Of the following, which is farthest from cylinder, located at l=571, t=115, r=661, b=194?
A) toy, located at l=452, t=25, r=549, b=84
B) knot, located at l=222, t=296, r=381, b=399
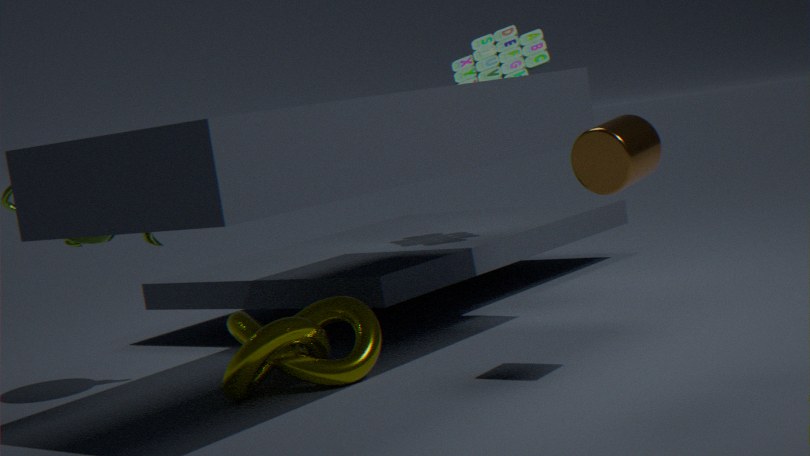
toy, located at l=452, t=25, r=549, b=84
